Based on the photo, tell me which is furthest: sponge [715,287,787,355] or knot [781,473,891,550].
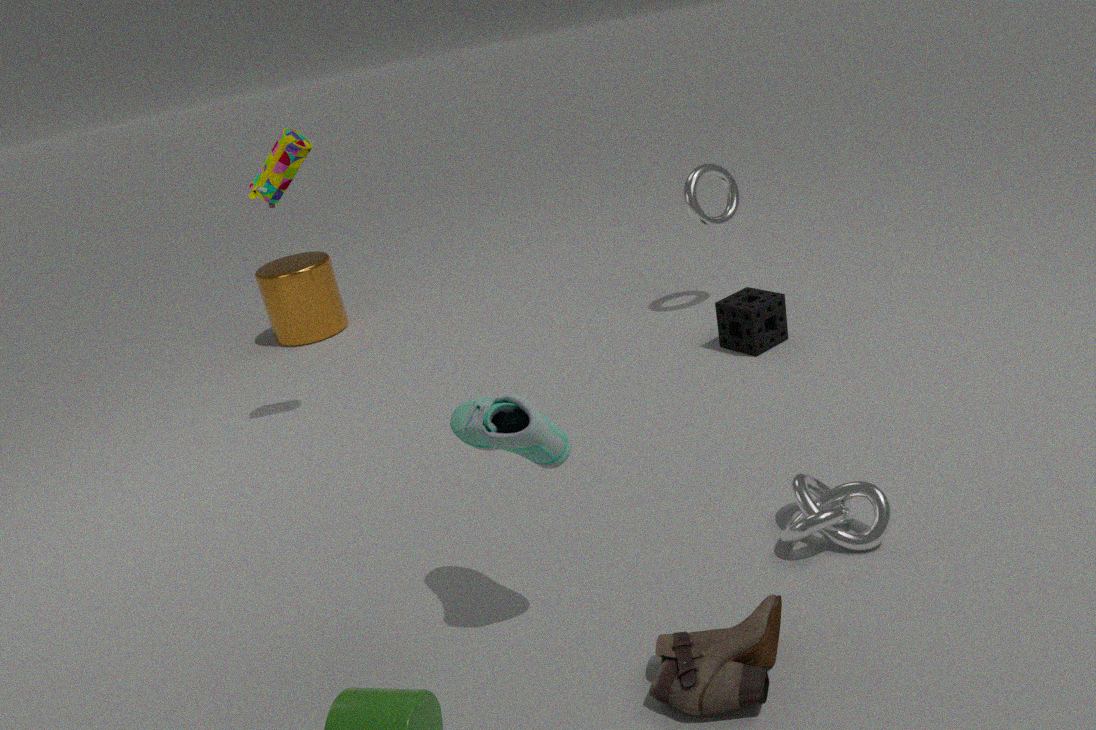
sponge [715,287,787,355]
